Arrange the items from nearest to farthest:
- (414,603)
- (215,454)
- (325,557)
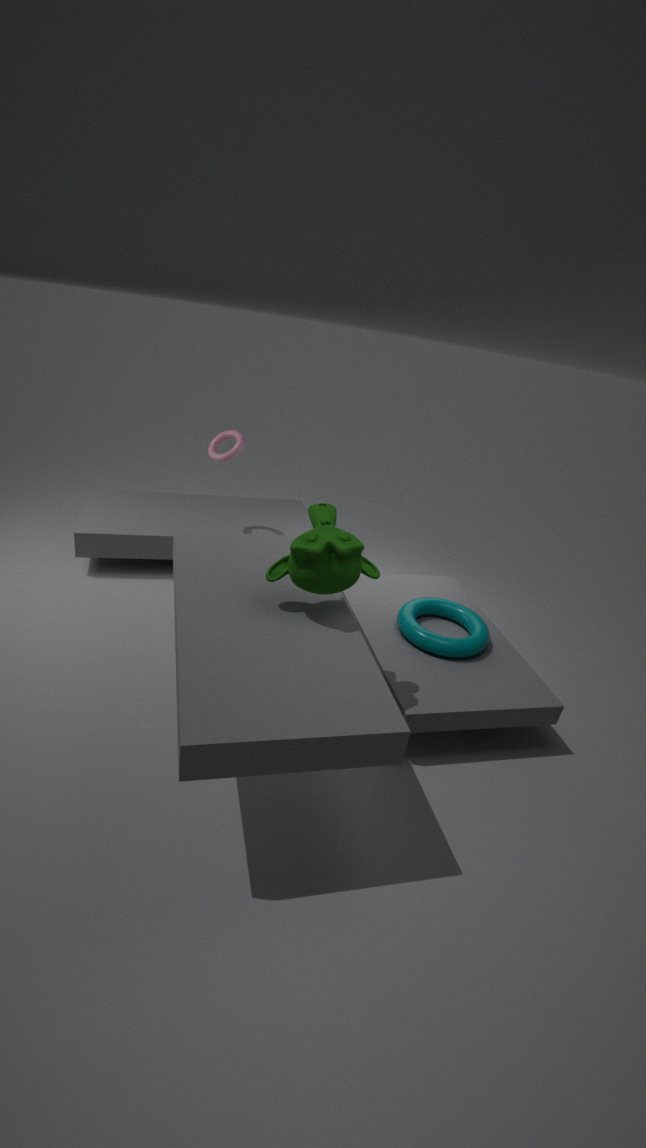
(325,557) → (414,603) → (215,454)
